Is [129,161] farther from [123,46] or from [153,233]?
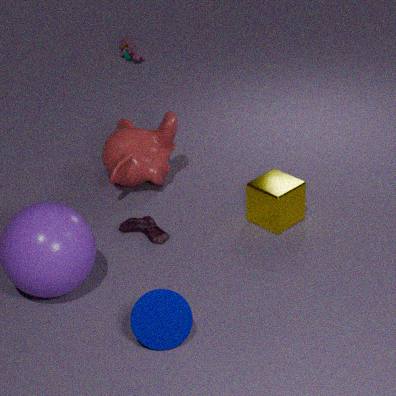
[123,46]
